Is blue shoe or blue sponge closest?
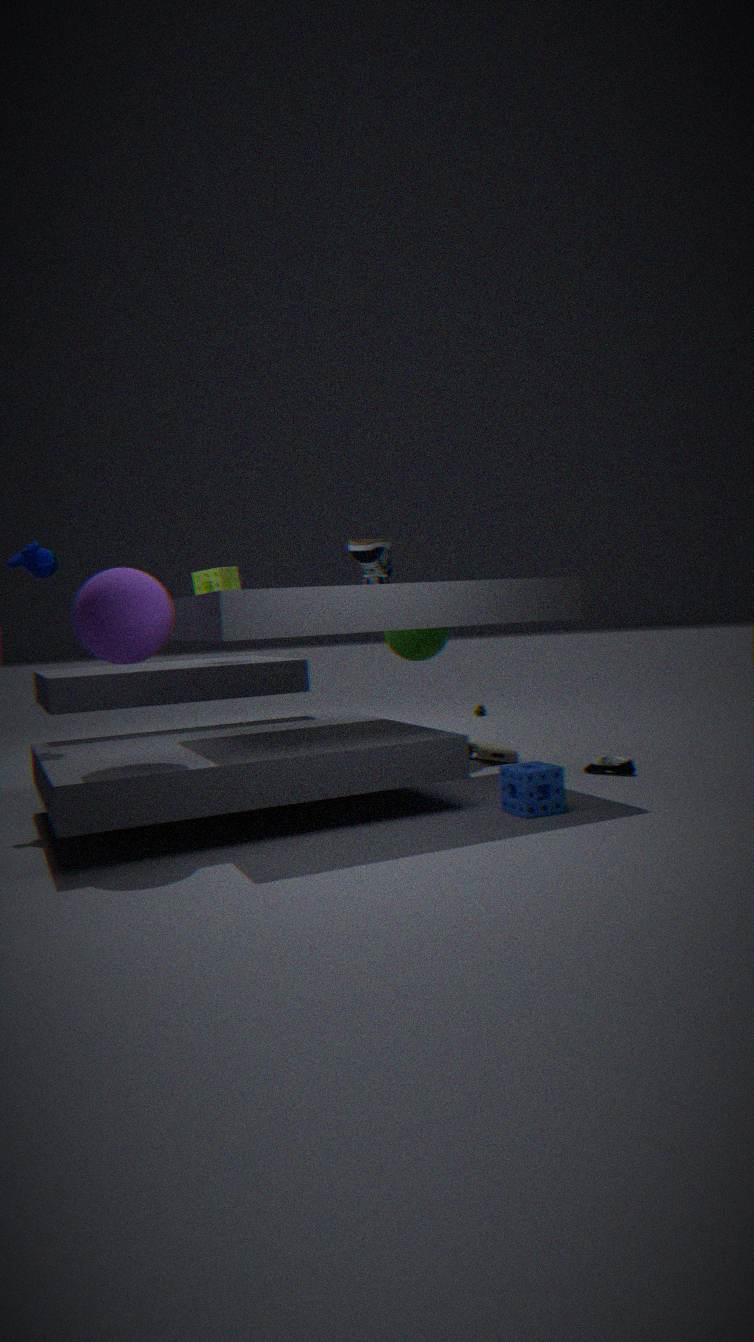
blue sponge
